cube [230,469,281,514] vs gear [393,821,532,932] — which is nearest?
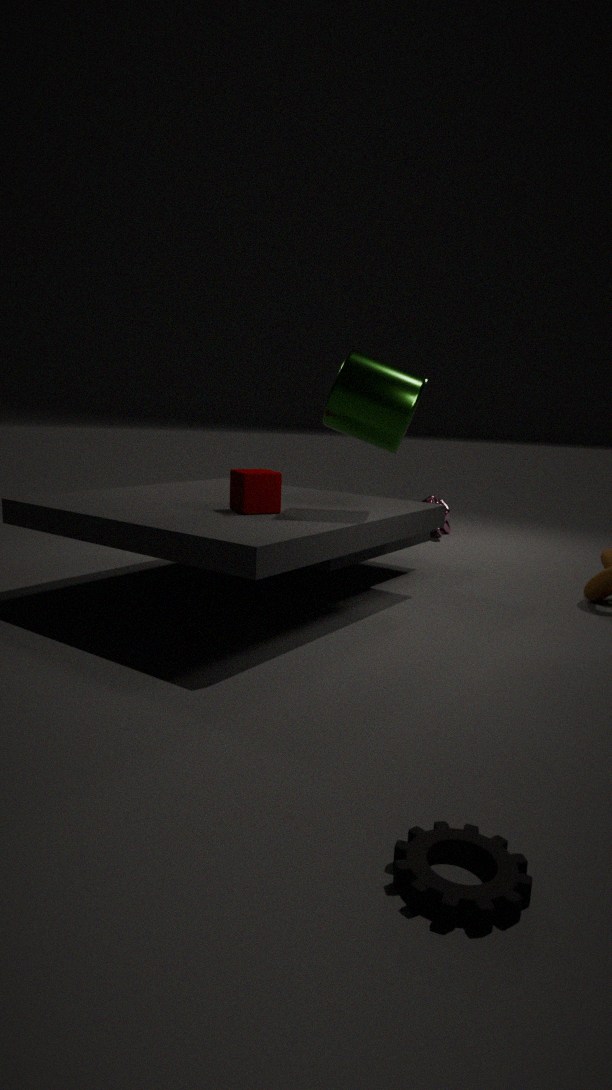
gear [393,821,532,932]
